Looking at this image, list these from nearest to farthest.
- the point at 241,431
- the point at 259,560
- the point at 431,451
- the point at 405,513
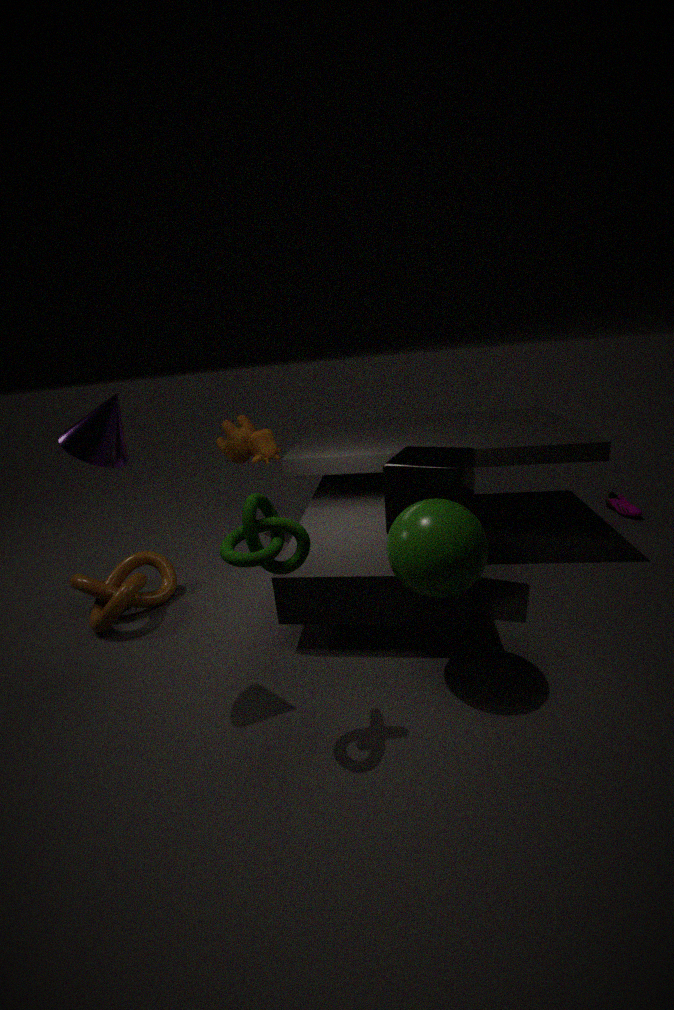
the point at 259,560, the point at 405,513, the point at 431,451, the point at 241,431
